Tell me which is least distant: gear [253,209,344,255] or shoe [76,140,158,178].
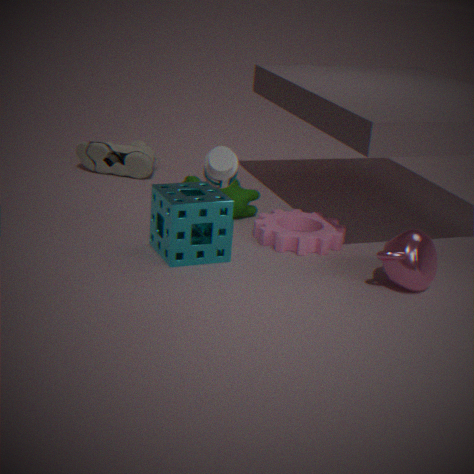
gear [253,209,344,255]
